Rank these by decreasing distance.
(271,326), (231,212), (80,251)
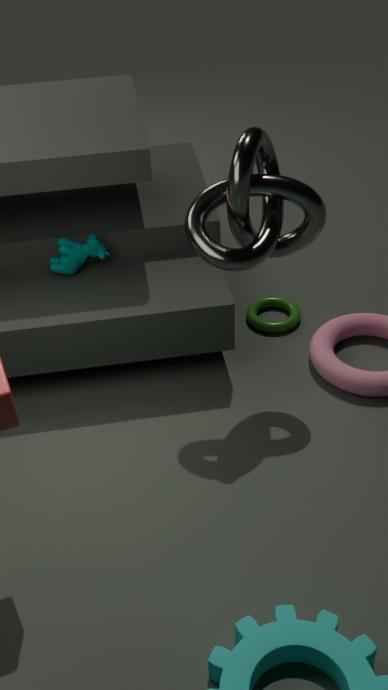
(271,326) → (80,251) → (231,212)
